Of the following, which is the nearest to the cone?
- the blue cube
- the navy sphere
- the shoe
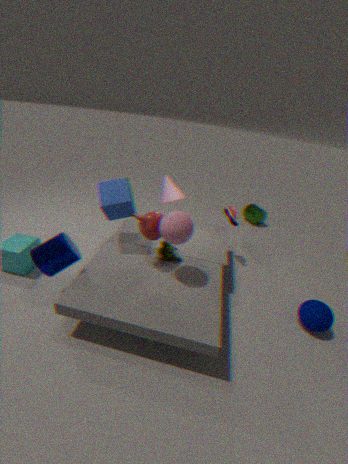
the blue cube
